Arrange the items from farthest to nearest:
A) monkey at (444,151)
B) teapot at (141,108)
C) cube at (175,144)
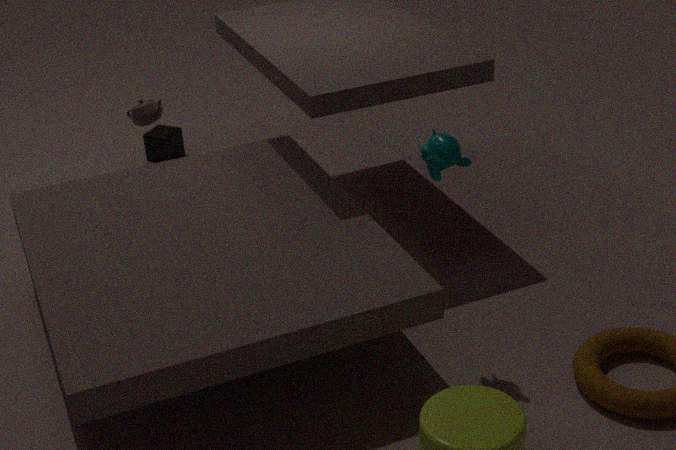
1. cube at (175,144)
2. teapot at (141,108)
3. monkey at (444,151)
